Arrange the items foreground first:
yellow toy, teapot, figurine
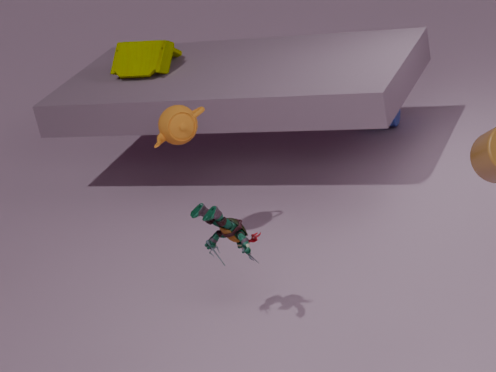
figurine < teapot < yellow toy
